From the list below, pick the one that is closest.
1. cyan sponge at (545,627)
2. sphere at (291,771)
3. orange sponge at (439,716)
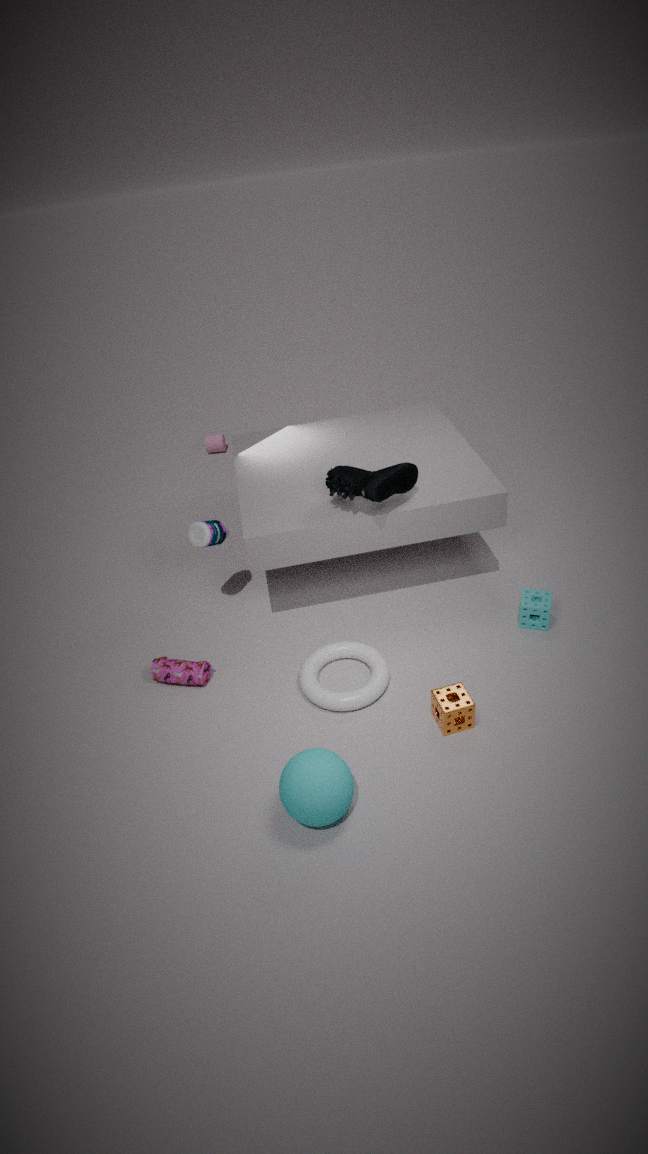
sphere at (291,771)
